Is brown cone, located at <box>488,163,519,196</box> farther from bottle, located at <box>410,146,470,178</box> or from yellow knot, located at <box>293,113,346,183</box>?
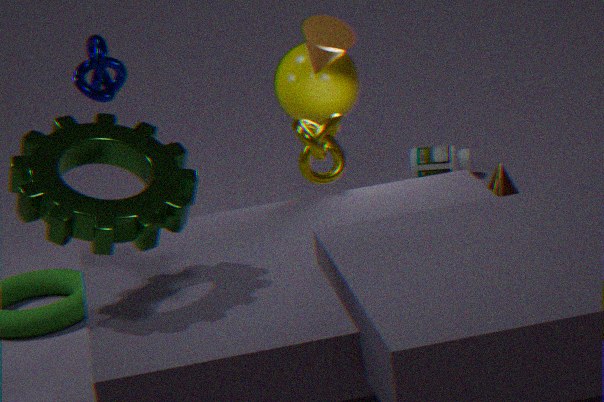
bottle, located at <box>410,146,470,178</box>
